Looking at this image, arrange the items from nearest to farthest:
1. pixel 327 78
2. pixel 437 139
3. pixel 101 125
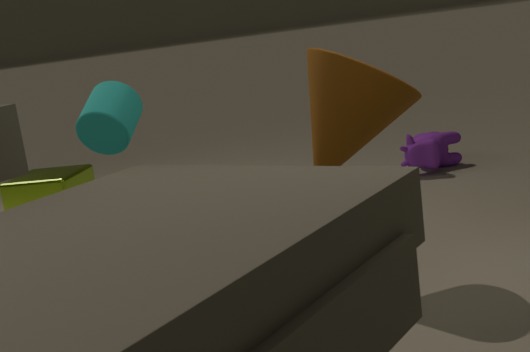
1. pixel 101 125
2. pixel 327 78
3. pixel 437 139
